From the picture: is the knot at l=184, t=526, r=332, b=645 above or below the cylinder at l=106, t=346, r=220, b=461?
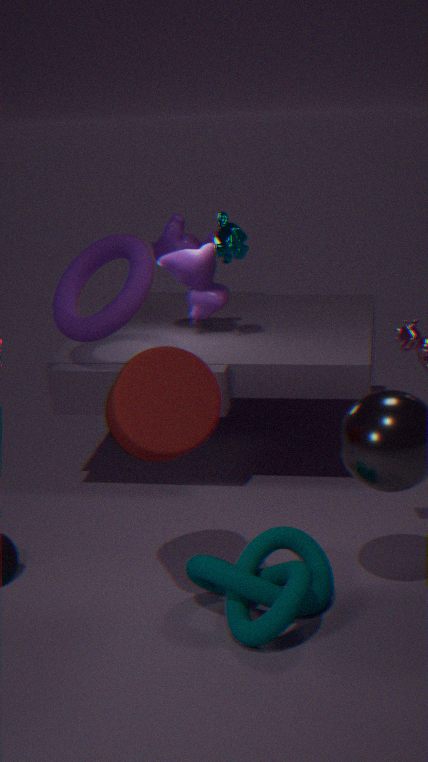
below
